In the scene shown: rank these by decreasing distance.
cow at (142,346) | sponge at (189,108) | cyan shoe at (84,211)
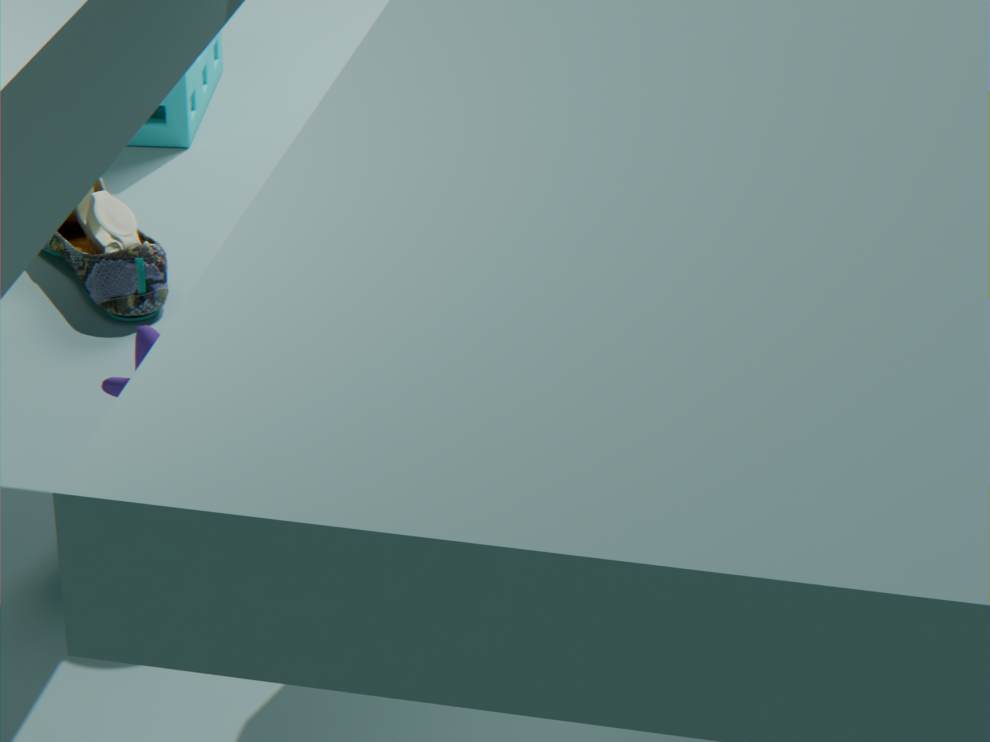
sponge at (189,108), cyan shoe at (84,211), cow at (142,346)
